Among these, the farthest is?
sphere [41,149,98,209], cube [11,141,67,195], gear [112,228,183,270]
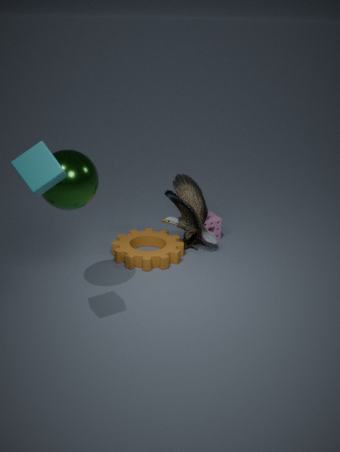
gear [112,228,183,270]
